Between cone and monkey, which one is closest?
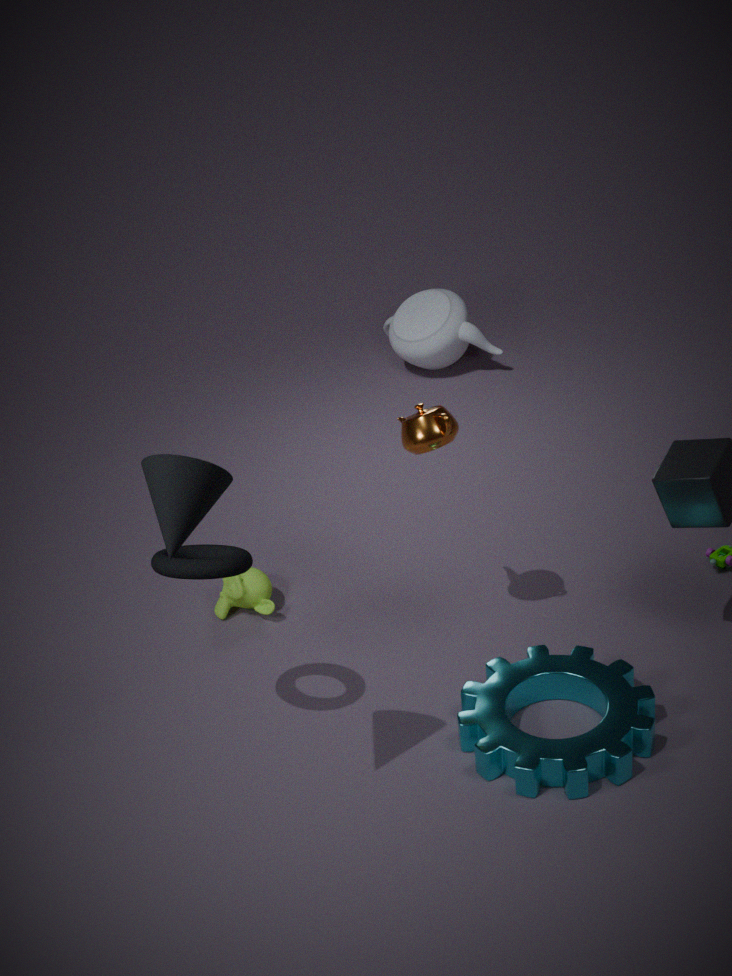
cone
